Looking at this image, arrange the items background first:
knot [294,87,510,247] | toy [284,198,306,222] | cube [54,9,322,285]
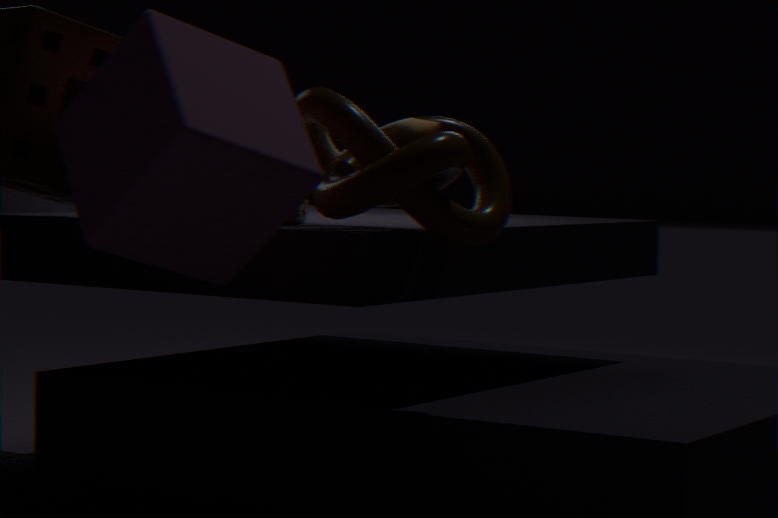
toy [284,198,306,222], knot [294,87,510,247], cube [54,9,322,285]
